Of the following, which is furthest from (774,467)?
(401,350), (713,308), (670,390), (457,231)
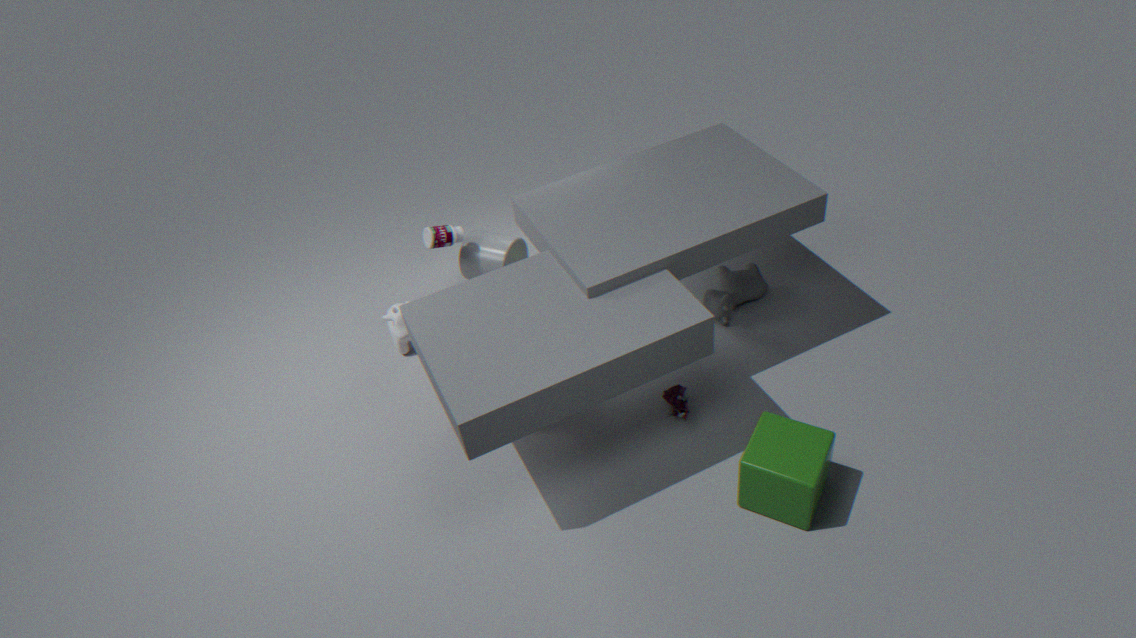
(457,231)
